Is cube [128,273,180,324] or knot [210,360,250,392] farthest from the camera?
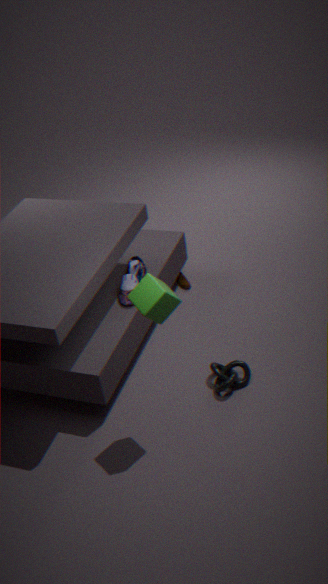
knot [210,360,250,392]
